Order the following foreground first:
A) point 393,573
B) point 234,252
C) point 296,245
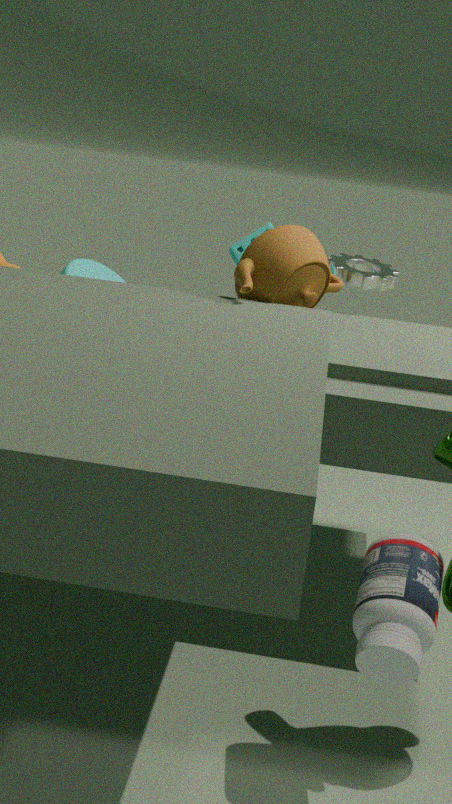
point 393,573
point 296,245
point 234,252
